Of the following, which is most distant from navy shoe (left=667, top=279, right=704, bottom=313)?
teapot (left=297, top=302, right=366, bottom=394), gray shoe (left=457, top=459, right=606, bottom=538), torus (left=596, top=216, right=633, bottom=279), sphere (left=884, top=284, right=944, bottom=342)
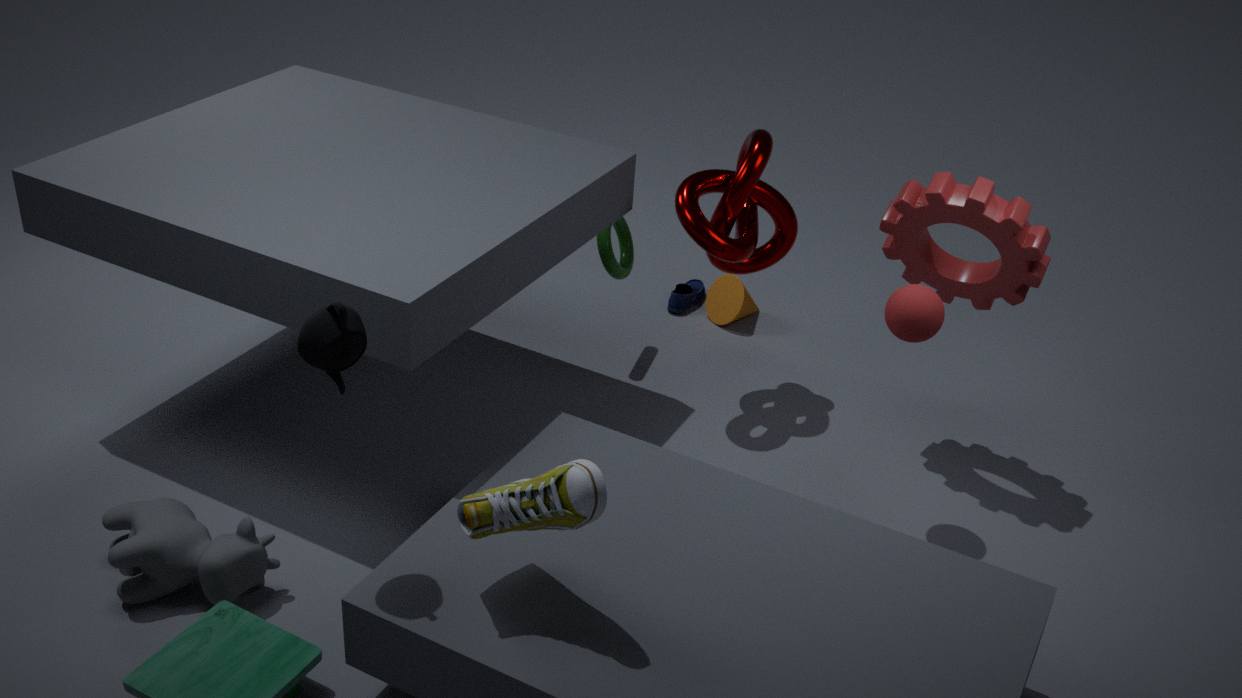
teapot (left=297, top=302, right=366, bottom=394)
